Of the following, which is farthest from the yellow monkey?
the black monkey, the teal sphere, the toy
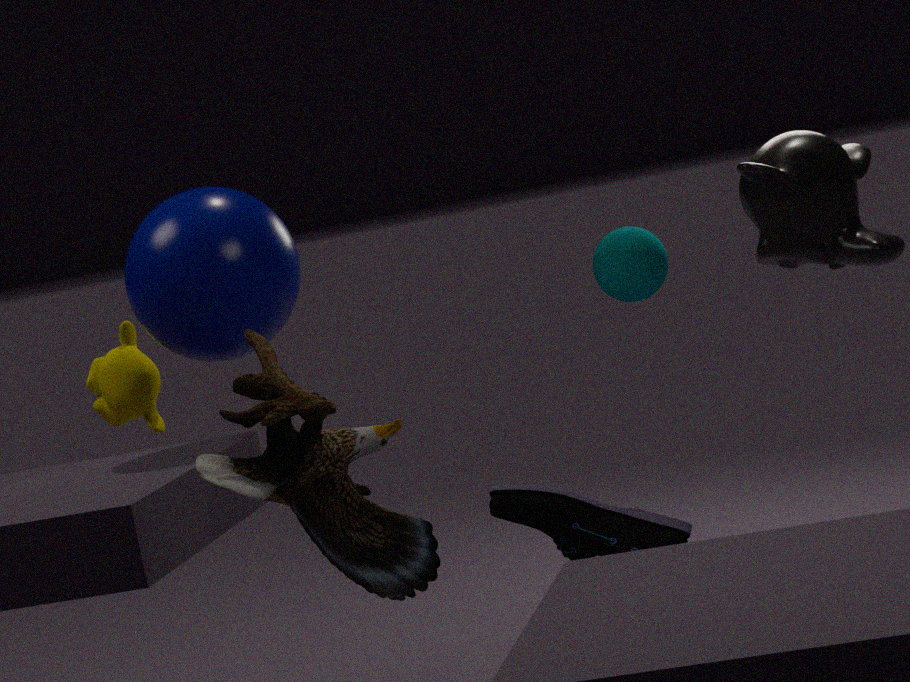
the black monkey
